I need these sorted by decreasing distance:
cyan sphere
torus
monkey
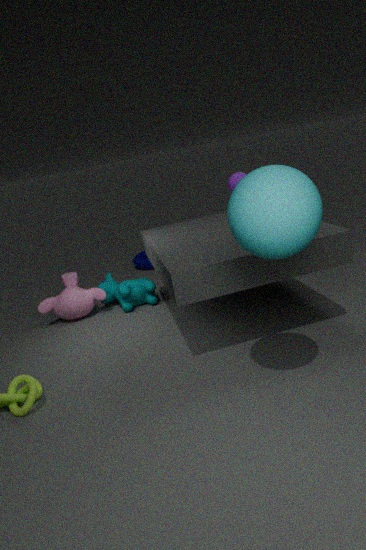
torus, monkey, cyan sphere
